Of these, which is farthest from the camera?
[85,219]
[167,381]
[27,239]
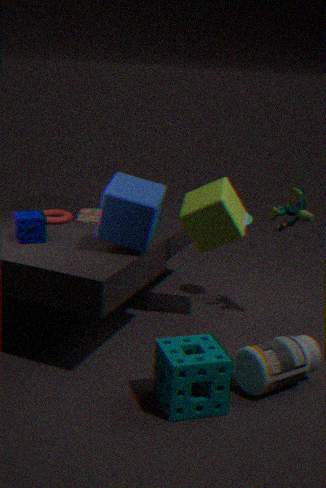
[85,219]
